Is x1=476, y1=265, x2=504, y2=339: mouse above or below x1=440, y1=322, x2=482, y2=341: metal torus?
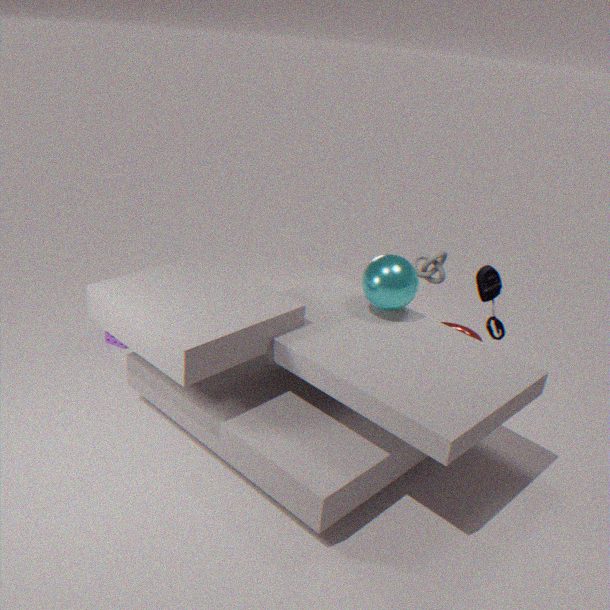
above
